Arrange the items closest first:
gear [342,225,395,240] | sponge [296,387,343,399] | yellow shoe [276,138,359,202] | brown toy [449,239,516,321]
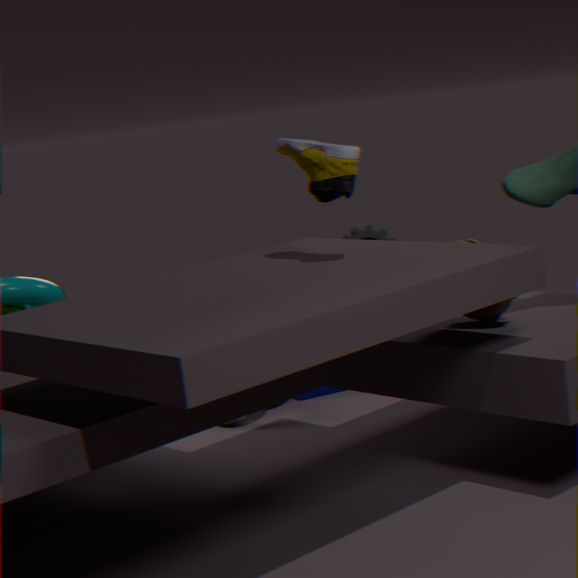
1. yellow shoe [276,138,359,202]
2. brown toy [449,239,516,321]
3. gear [342,225,395,240]
4. sponge [296,387,343,399]
